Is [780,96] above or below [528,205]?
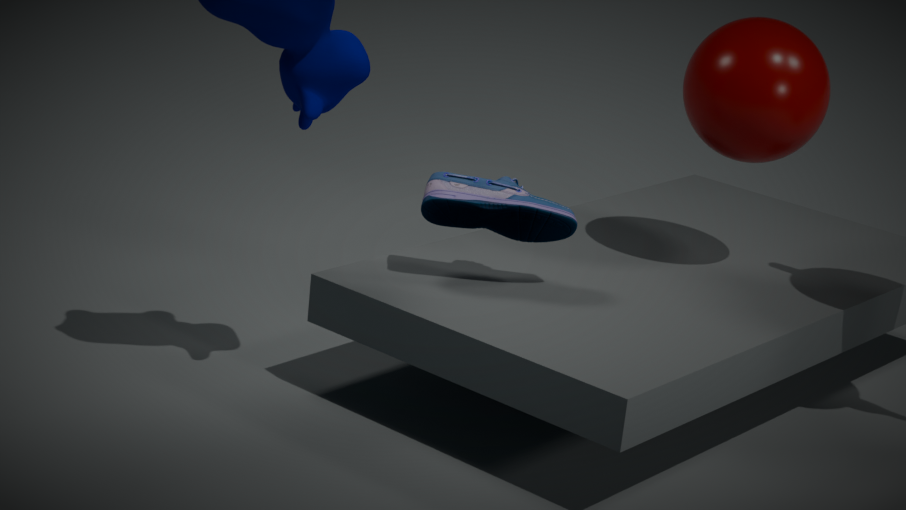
above
